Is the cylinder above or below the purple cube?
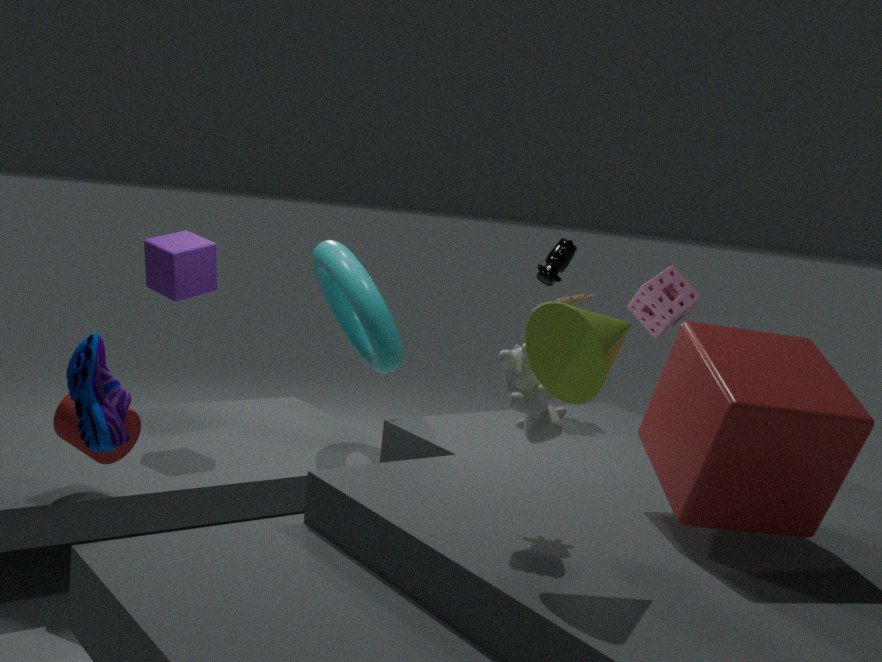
below
